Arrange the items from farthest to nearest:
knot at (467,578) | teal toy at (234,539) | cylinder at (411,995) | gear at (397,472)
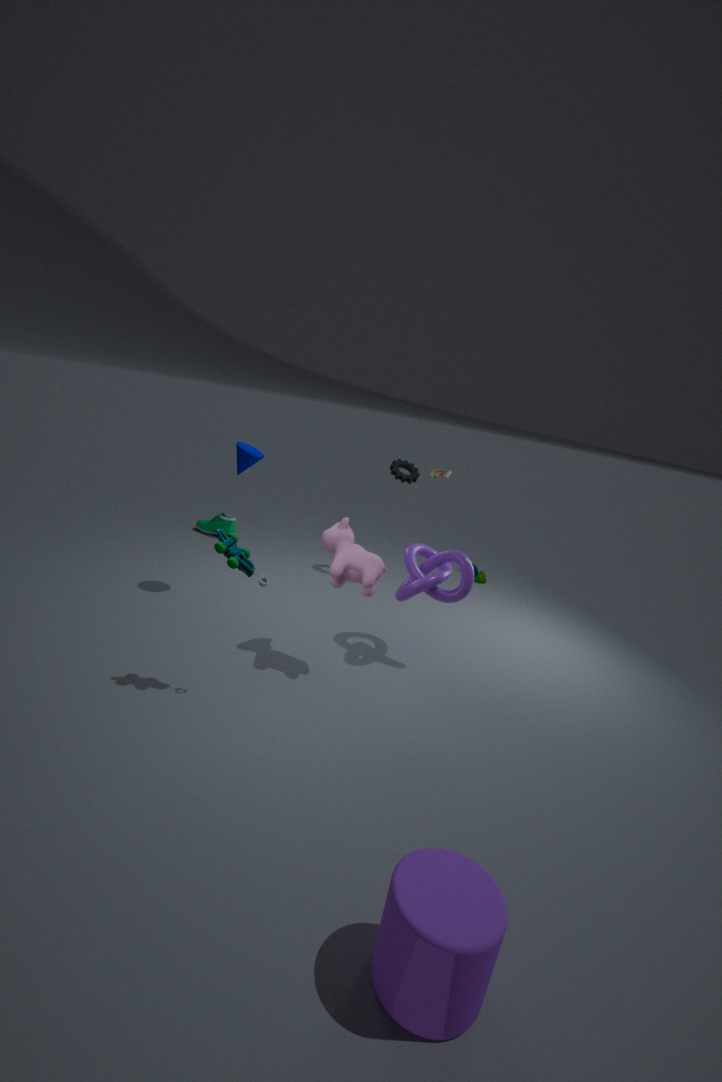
1. gear at (397,472)
2. knot at (467,578)
3. teal toy at (234,539)
4. cylinder at (411,995)
